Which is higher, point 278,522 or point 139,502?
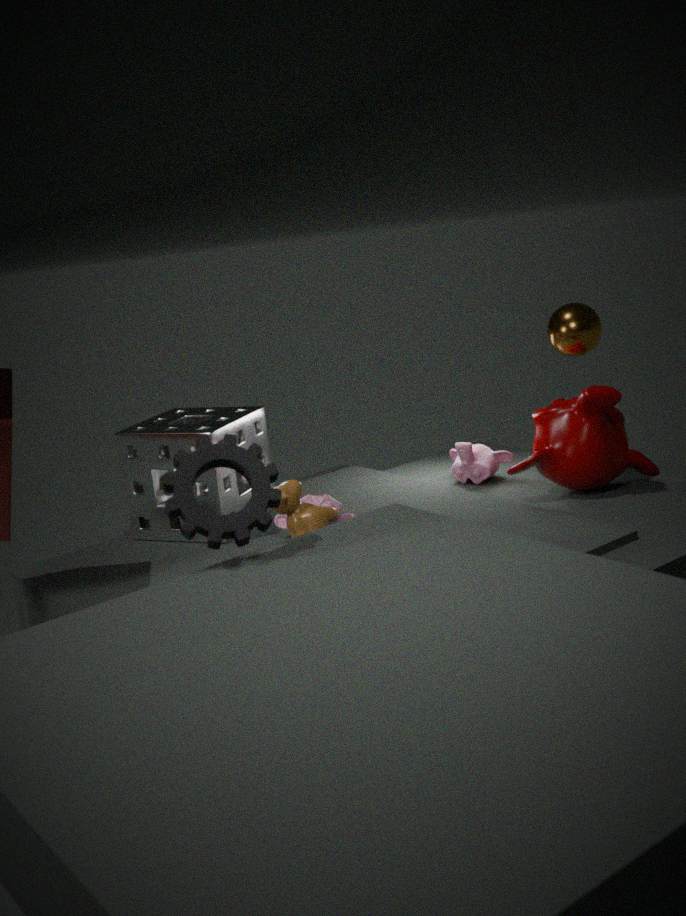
point 139,502
